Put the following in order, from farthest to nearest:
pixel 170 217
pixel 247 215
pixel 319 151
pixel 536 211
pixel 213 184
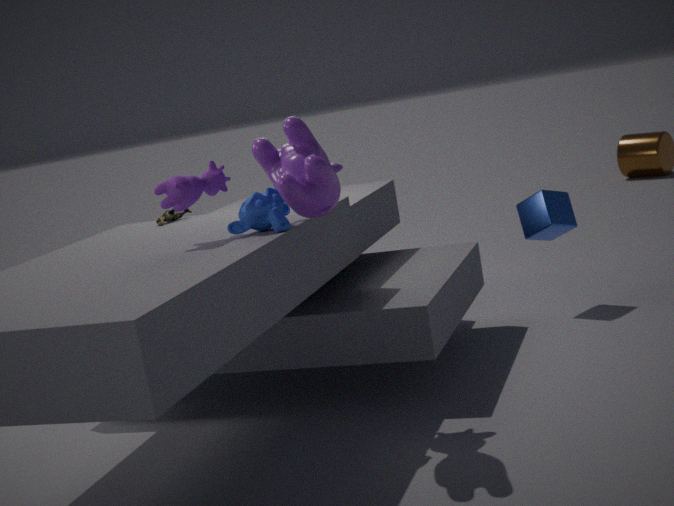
pixel 536 211, pixel 170 217, pixel 213 184, pixel 247 215, pixel 319 151
